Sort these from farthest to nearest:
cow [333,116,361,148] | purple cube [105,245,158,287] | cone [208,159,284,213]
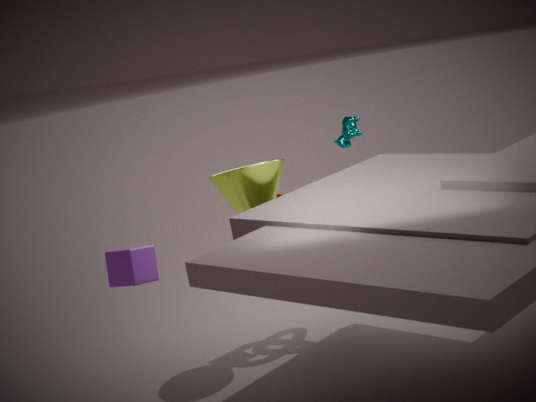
1. cow [333,116,361,148]
2. cone [208,159,284,213]
3. purple cube [105,245,158,287]
